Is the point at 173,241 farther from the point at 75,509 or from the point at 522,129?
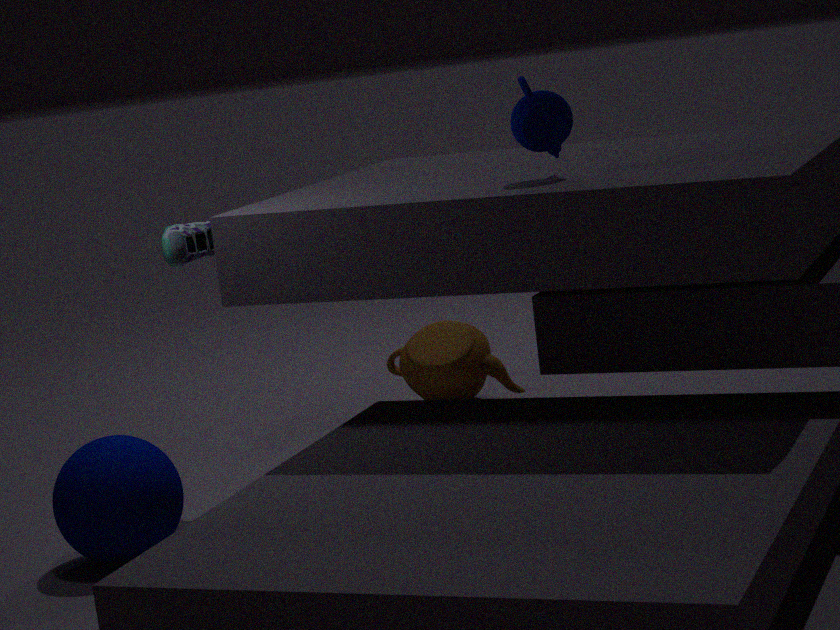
the point at 522,129
